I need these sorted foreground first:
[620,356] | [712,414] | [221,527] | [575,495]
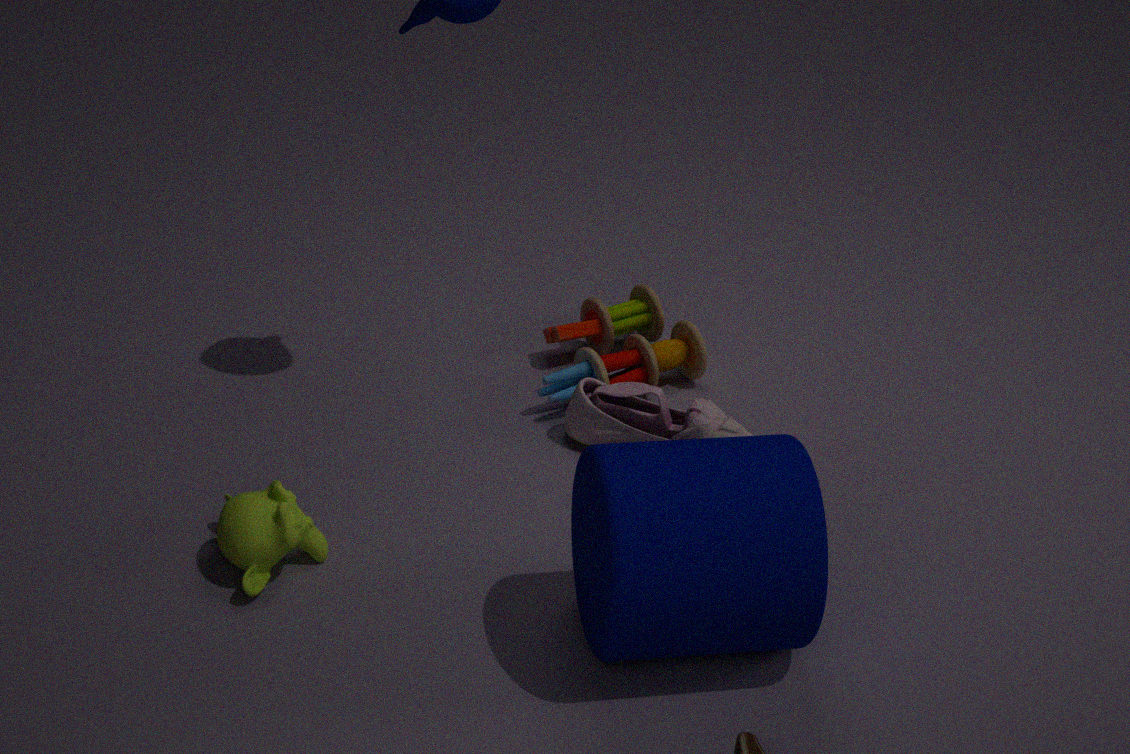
1. [575,495]
2. [221,527]
3. [712,414]
4. [620,356]
